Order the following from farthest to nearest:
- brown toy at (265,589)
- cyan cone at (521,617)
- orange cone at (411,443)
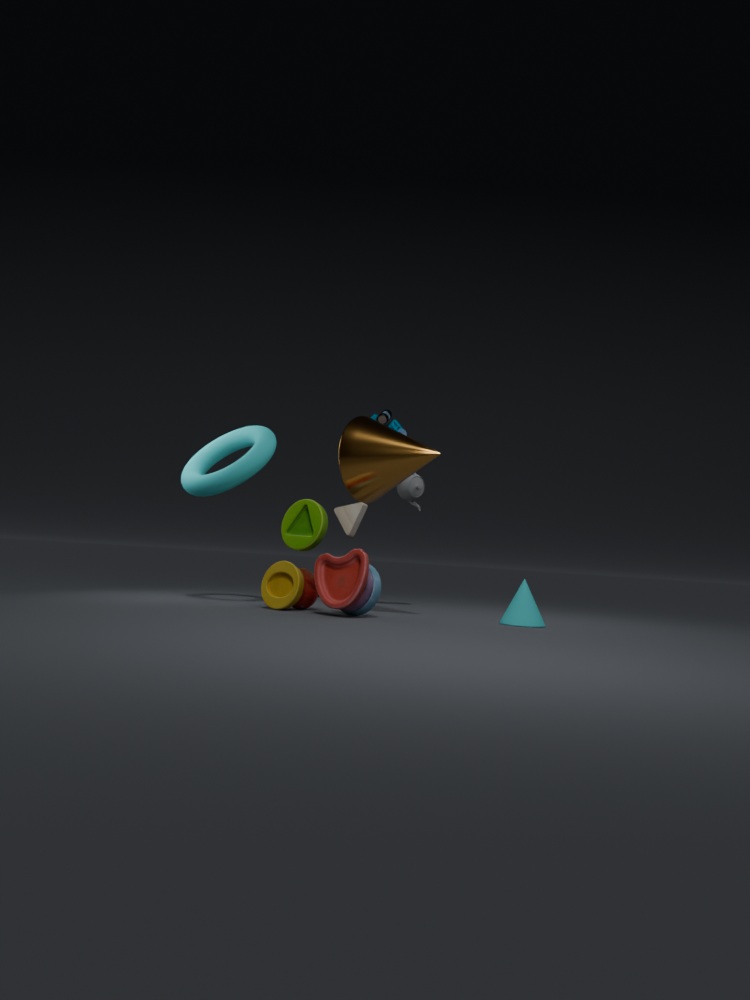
orange cone at (411,443) < cyan cone at (521,617) < brown toy at (265,589)
